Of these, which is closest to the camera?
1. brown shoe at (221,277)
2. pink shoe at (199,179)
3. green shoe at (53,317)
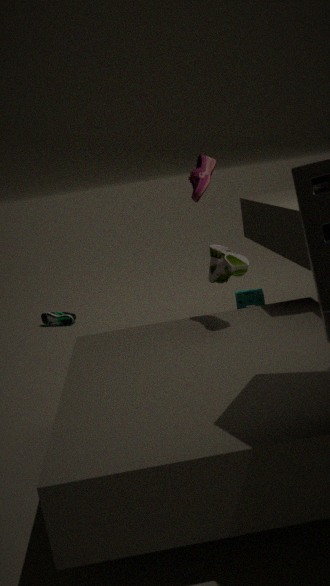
brown shoe at (221,277)
